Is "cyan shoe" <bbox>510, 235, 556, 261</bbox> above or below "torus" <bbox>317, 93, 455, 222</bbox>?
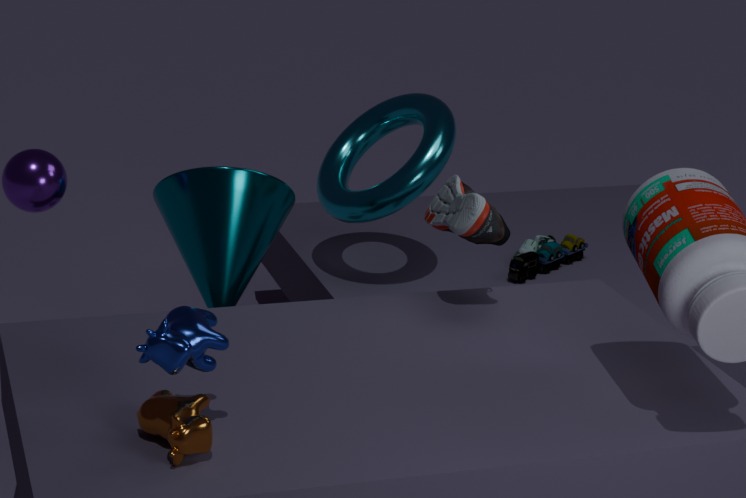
below
